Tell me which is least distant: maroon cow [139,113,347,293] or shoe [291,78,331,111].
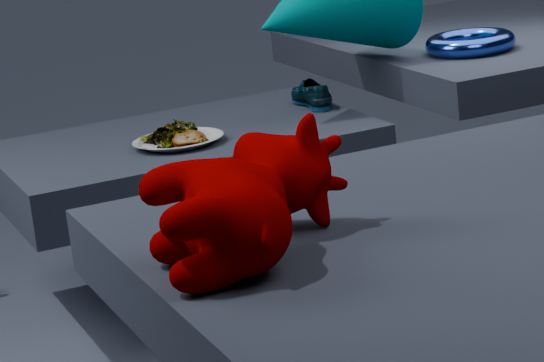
maroon cow [139,113,347,293]
